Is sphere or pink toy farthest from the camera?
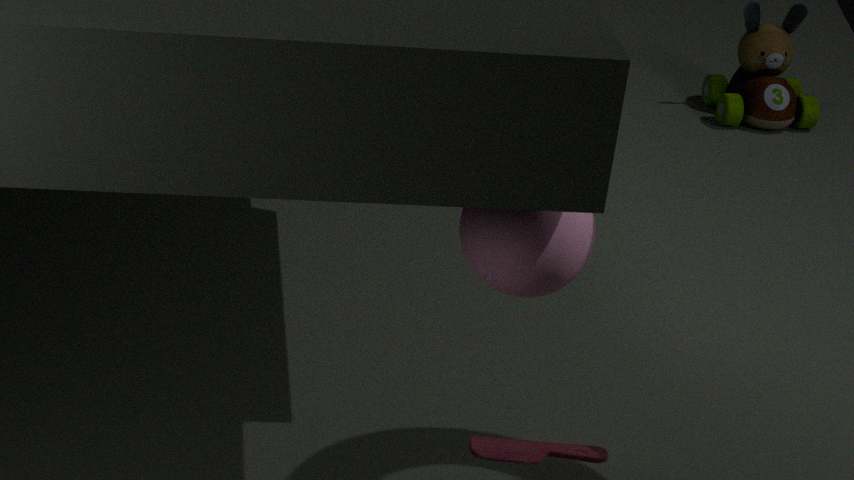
pink toy
